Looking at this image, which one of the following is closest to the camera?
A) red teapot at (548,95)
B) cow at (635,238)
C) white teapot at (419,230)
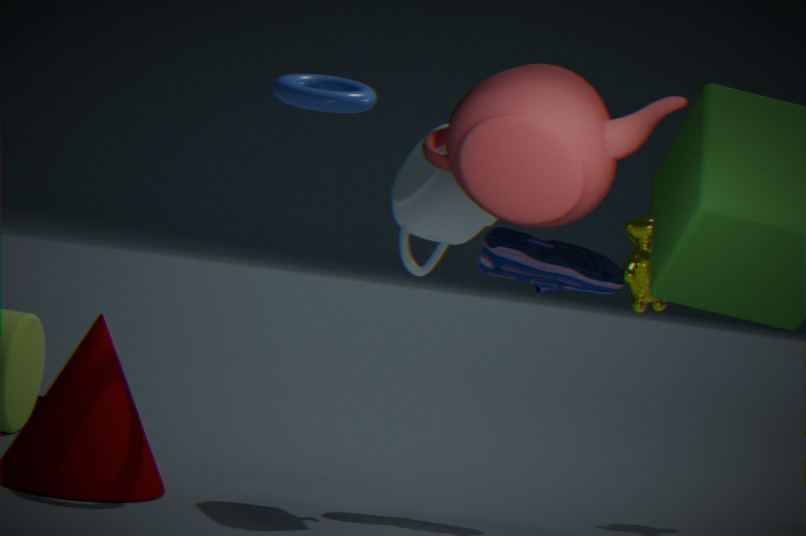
red teapot at (548,95)
